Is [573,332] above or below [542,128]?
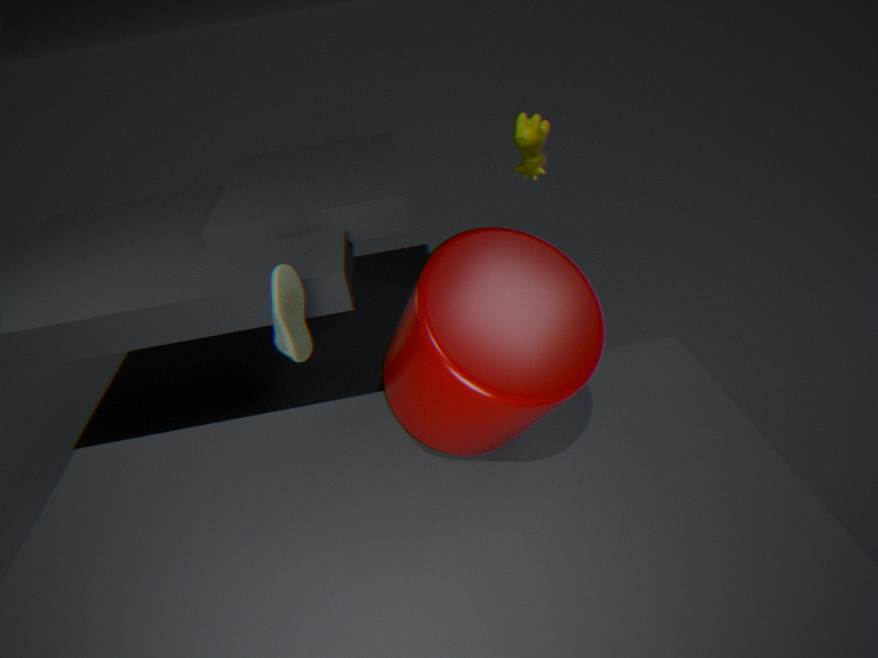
below
